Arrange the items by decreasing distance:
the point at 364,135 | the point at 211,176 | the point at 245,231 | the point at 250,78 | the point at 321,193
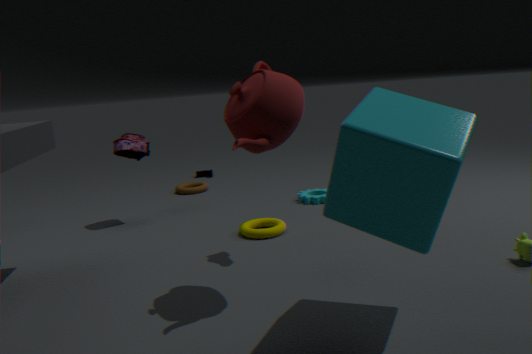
the point at 211,176 → the point at 321,193 → the point at 245,231 → the point at 250,78 → the point at 364,135
